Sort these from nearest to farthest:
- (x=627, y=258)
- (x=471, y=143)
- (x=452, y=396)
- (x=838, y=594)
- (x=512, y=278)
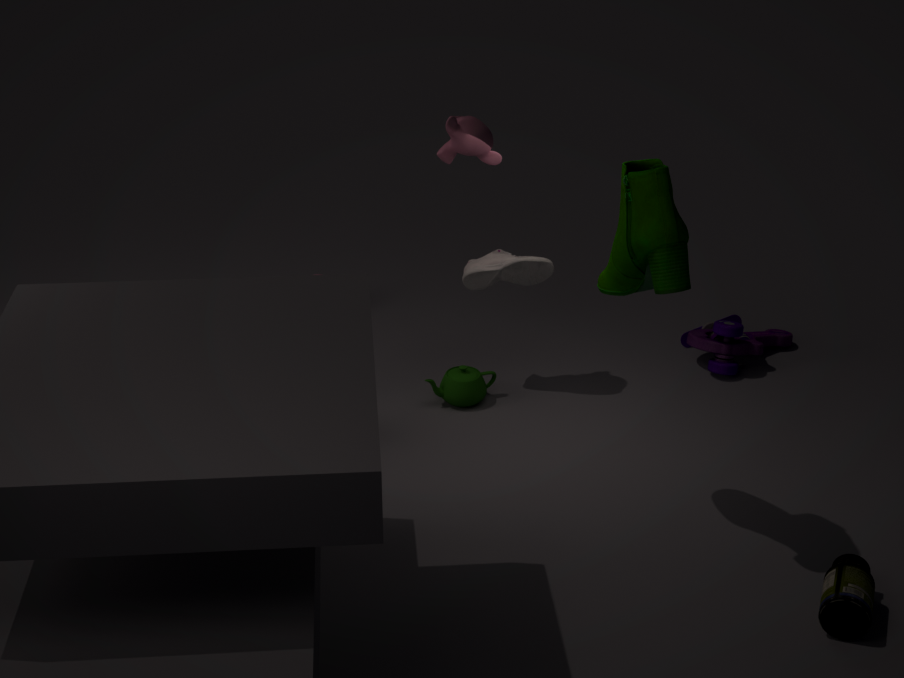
1. (x=838, y=594)
2. (x=627, y=258)
3. (x=471, y=143)
4. (x=512, y=278)
5. (x=452, y=396)
